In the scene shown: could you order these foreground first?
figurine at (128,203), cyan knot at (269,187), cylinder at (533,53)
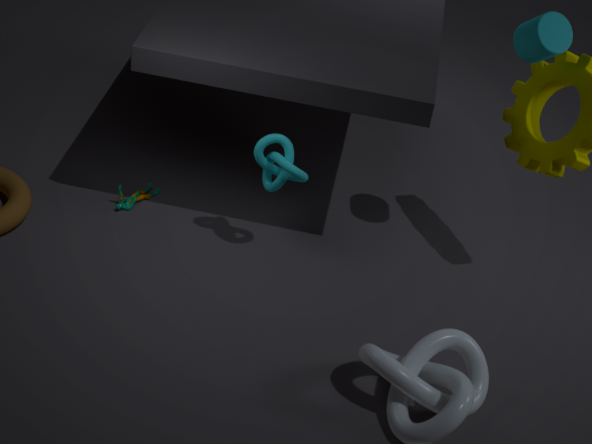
cylinder at (533,53), cyan knot at (269,187), figurine at (128,203)
